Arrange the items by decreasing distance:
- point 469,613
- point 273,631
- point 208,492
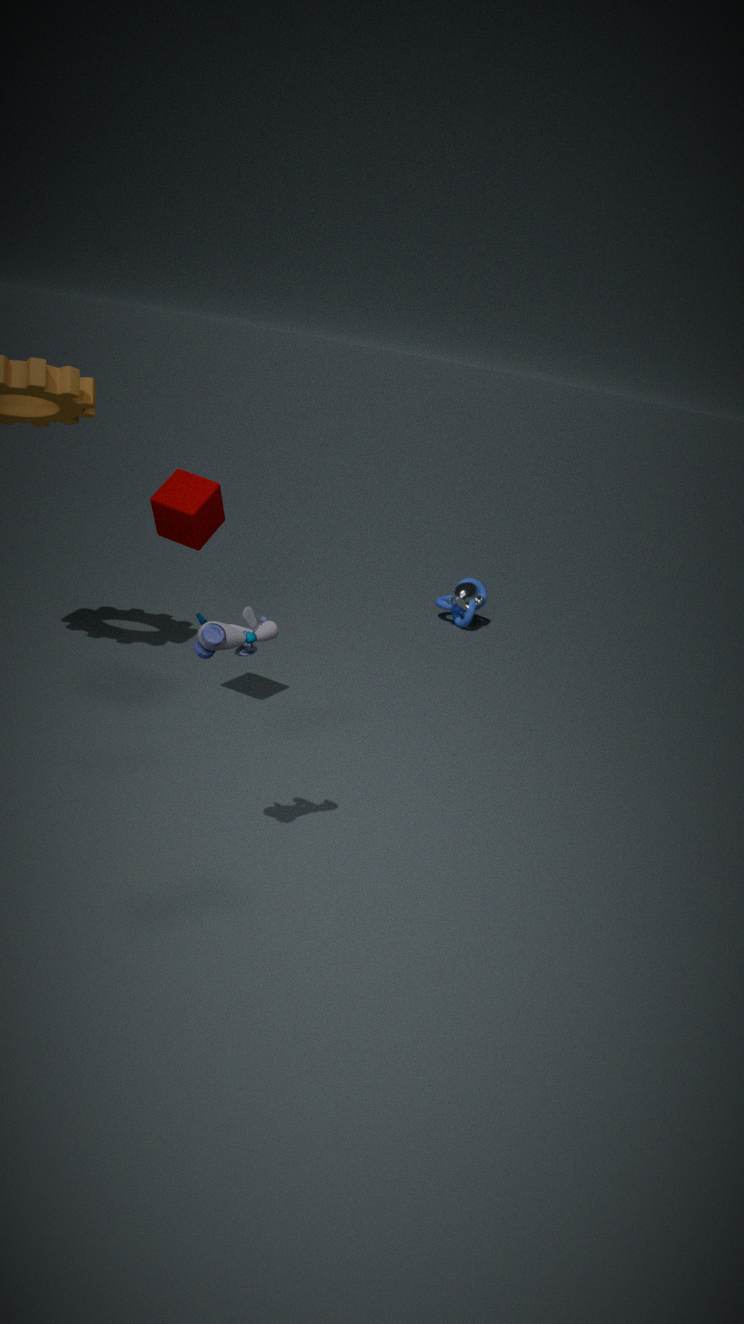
point 469,613 < point 208,492 < point 273,631
